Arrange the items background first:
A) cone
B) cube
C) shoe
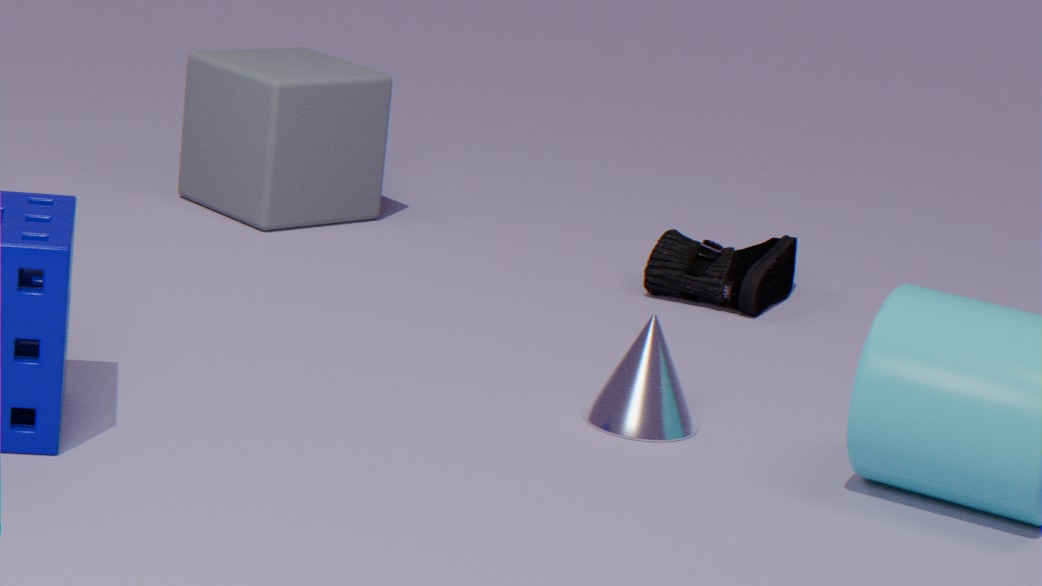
cube < shoe < cone
